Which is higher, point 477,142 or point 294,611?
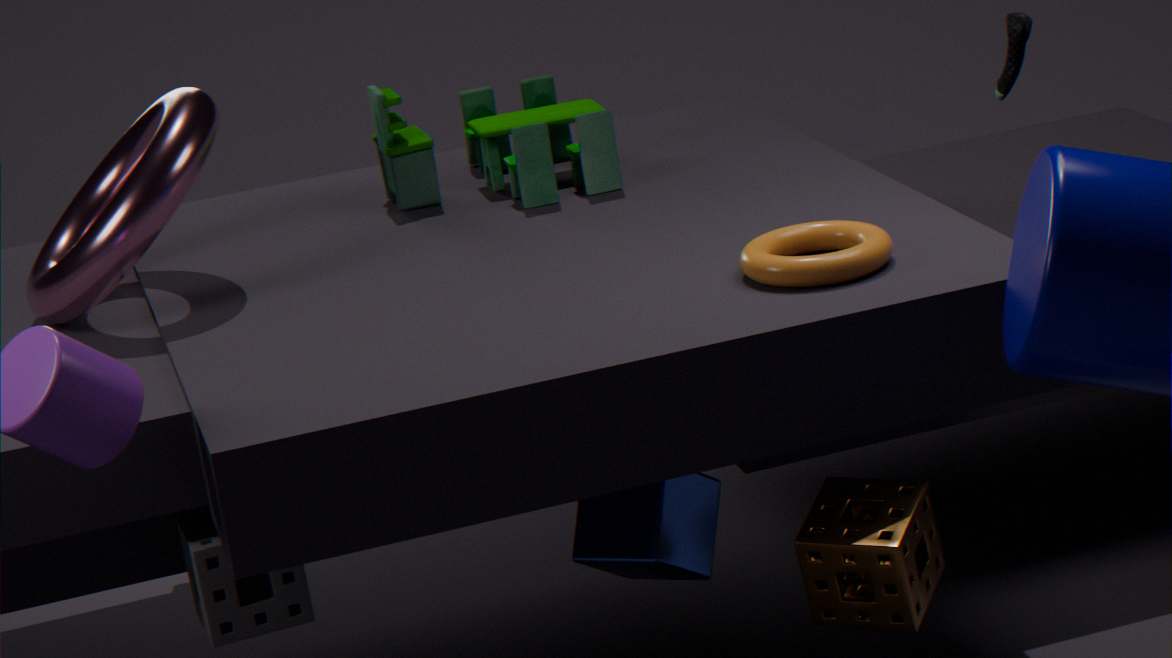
point 477,142
